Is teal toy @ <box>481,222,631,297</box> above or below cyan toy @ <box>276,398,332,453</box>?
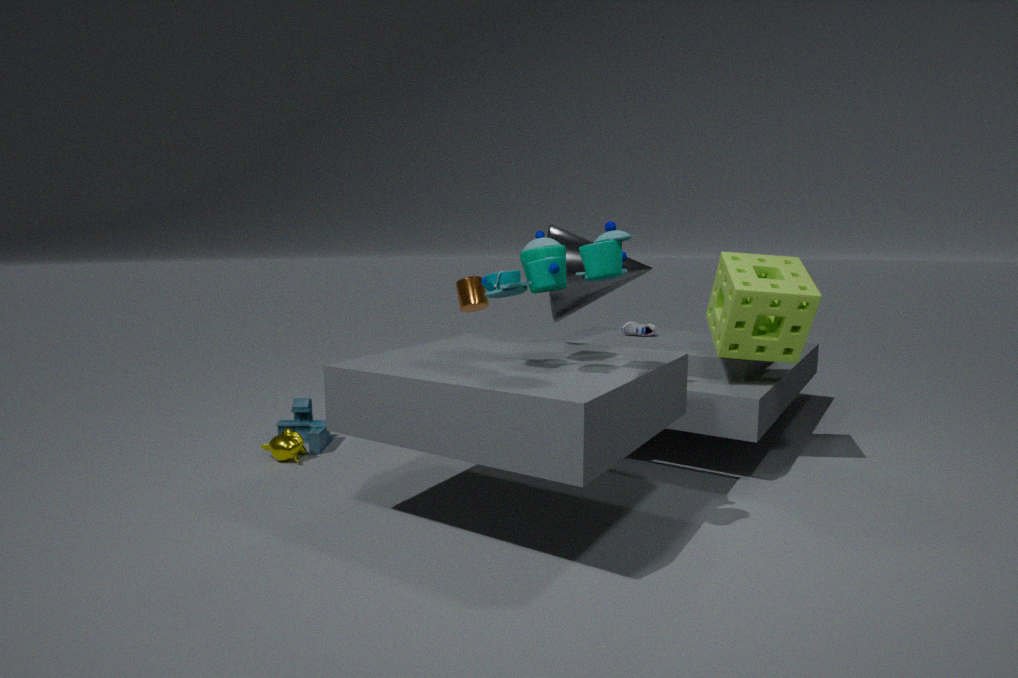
above
